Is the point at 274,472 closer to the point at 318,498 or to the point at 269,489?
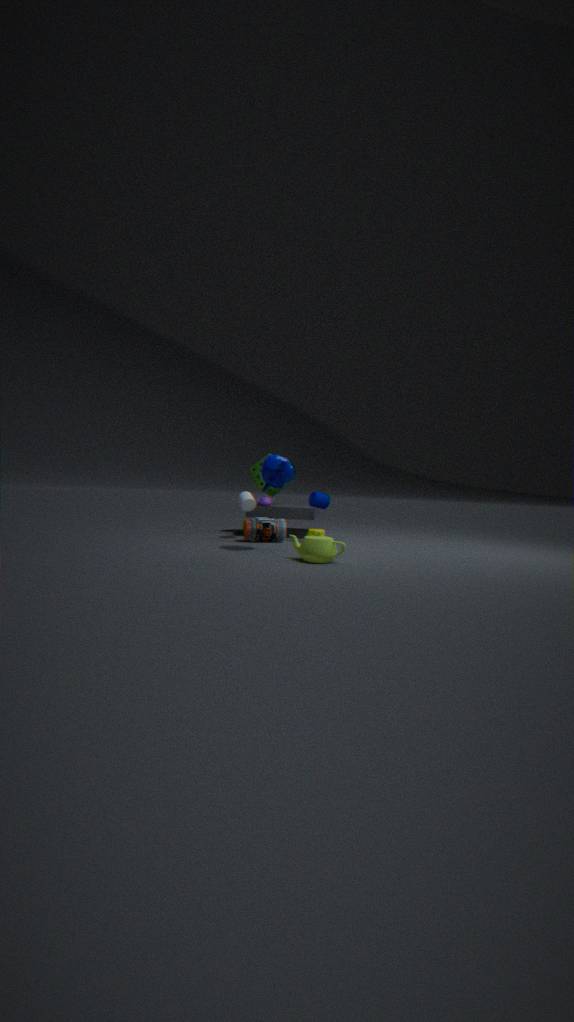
the point at 318,498
